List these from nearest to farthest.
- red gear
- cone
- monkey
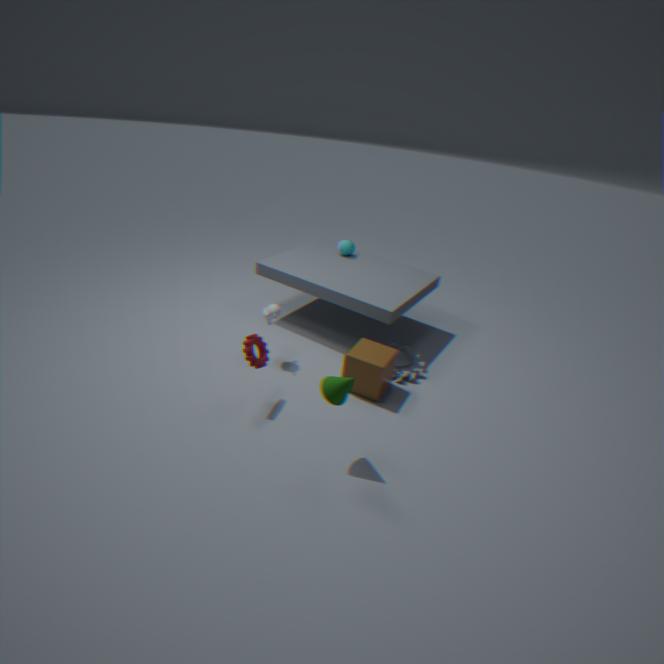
cone → red gear → monkey
